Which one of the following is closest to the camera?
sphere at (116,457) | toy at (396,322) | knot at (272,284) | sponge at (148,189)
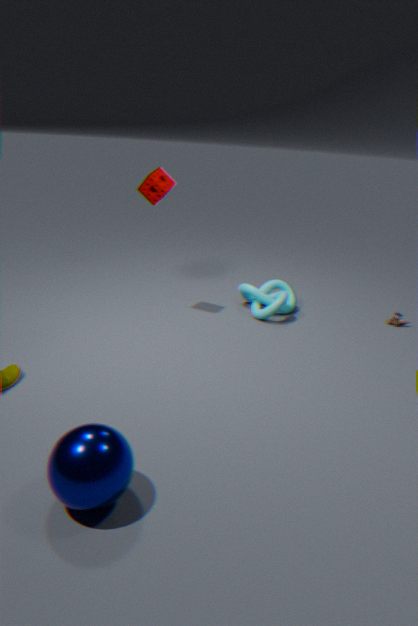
sphere at (116,457)
